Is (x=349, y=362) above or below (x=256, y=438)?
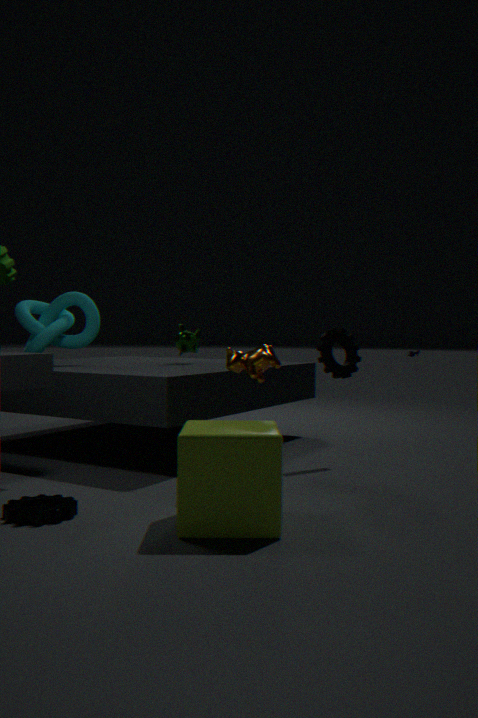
above
